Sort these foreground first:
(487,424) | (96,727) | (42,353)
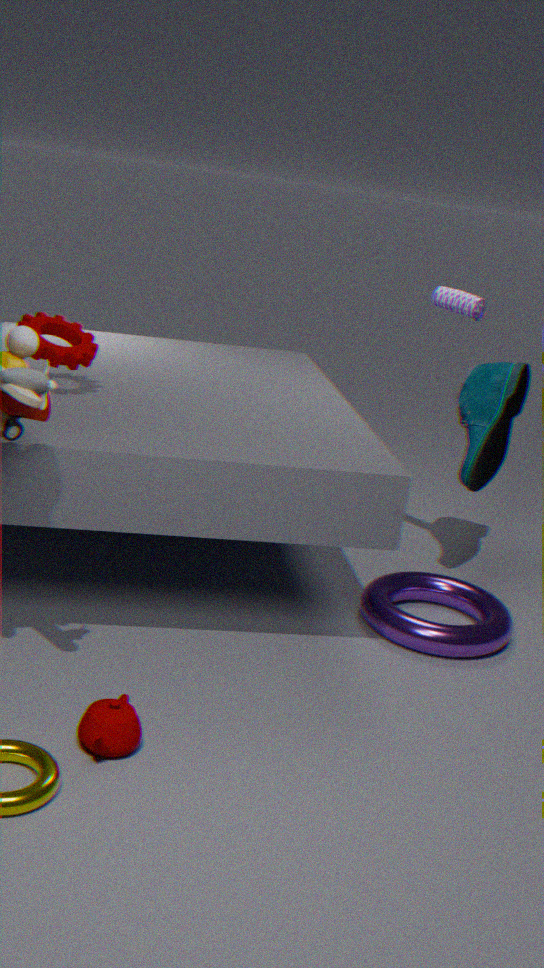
1. (96,727)
2. (42,353)
3. (487,424)
